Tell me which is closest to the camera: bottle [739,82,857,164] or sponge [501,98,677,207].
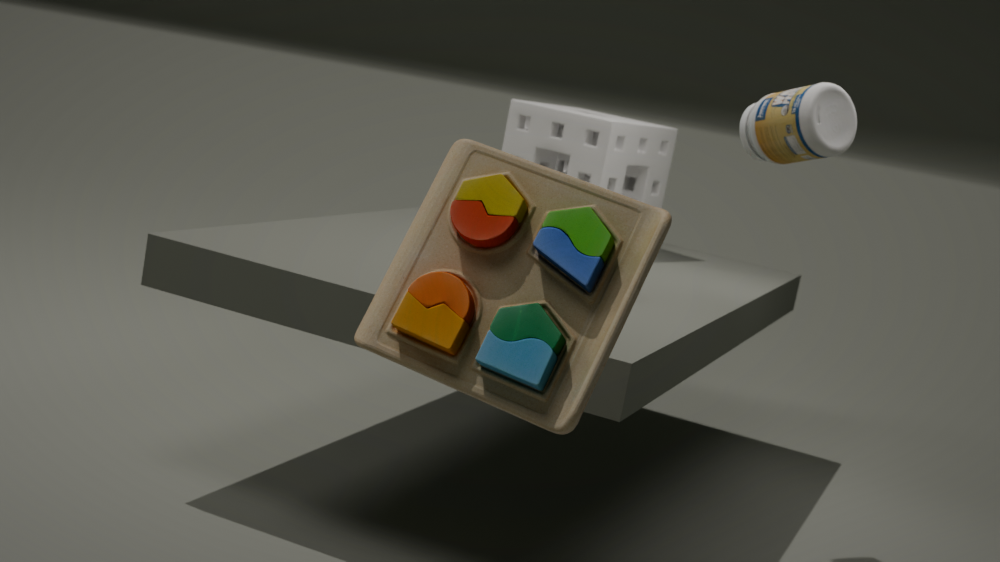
bottle [739,82,857,164]
